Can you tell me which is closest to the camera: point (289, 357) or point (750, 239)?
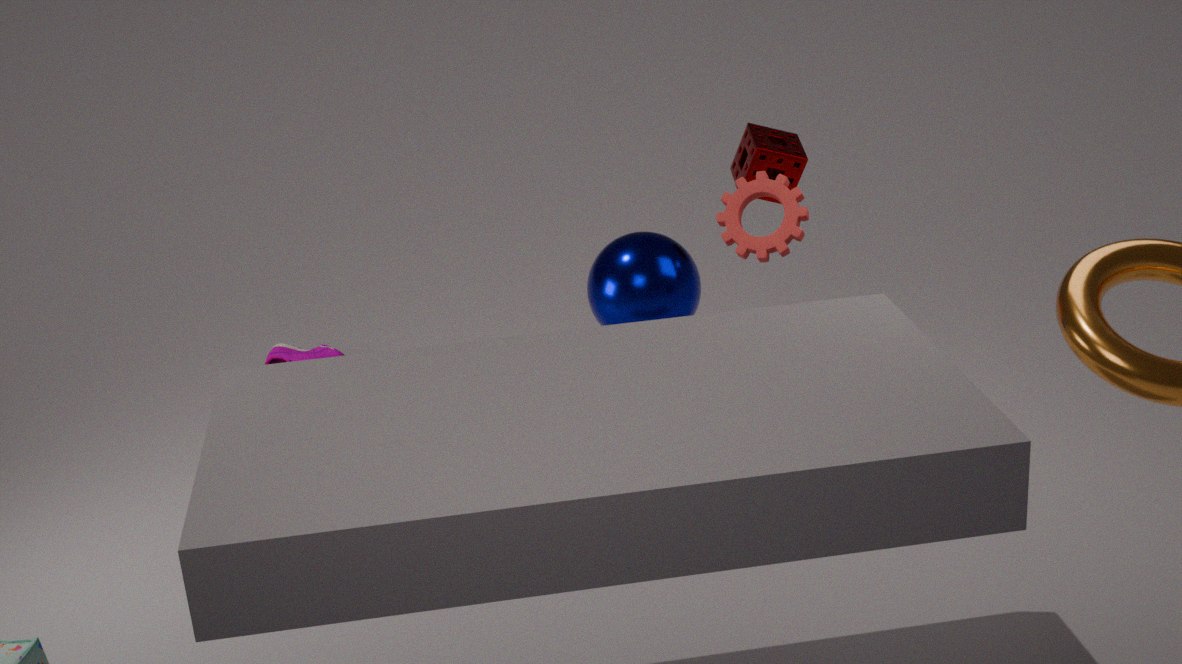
point (750, 239)
